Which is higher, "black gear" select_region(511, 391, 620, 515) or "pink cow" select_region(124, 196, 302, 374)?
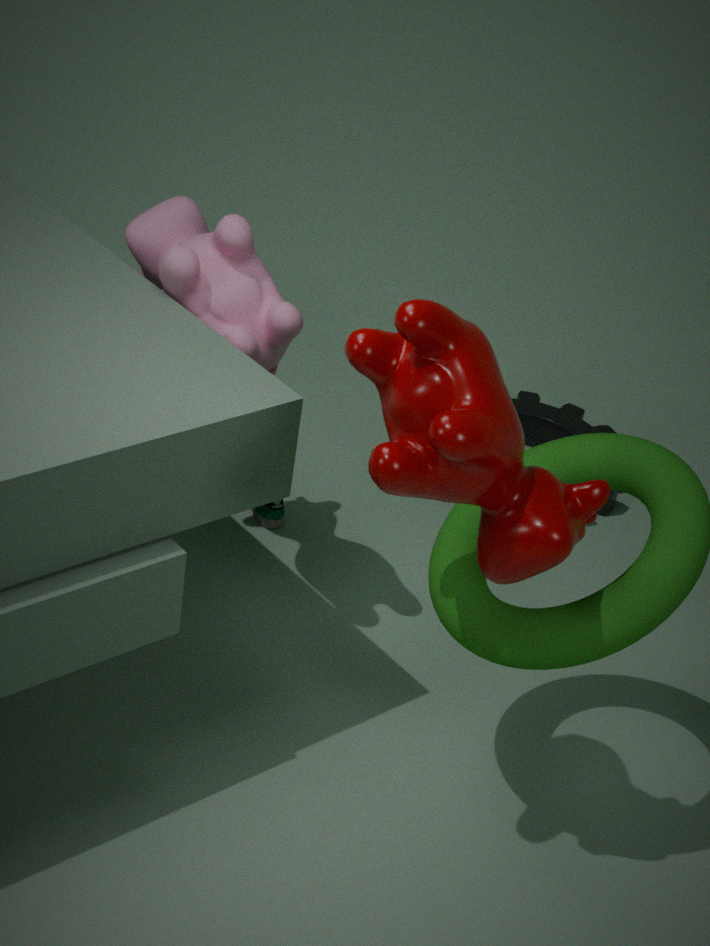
"pink cow" select_region(124, 196, 302, 374)
